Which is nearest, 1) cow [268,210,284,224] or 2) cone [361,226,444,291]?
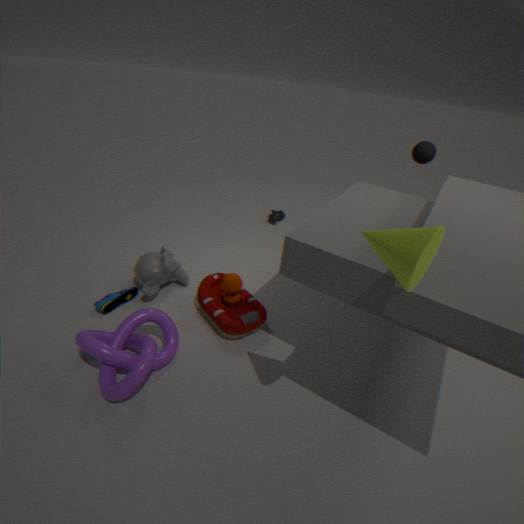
2. cone [361,226,444,291]
